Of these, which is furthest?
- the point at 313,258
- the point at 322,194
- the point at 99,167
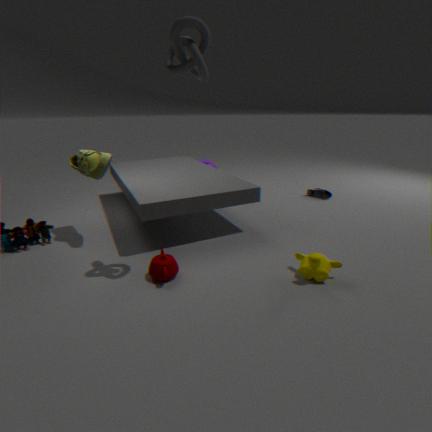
the point at 322,194
